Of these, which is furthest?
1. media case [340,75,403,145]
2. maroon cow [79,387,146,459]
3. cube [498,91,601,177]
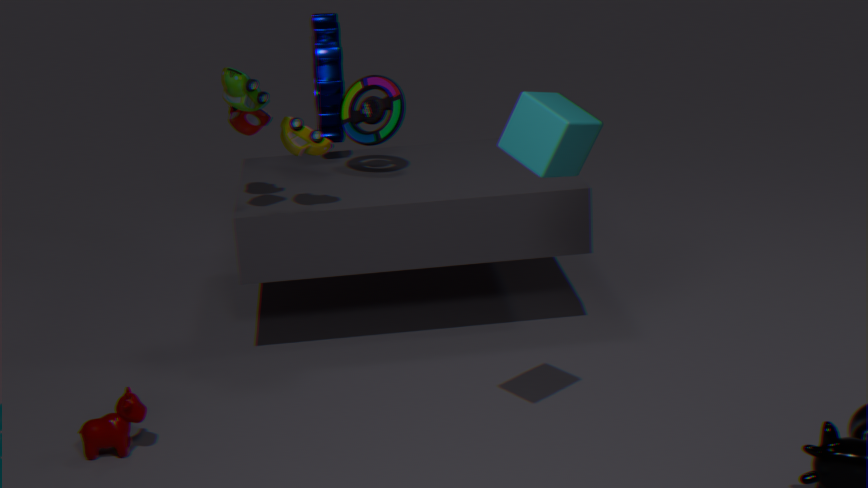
media case [340,75,403,145]
